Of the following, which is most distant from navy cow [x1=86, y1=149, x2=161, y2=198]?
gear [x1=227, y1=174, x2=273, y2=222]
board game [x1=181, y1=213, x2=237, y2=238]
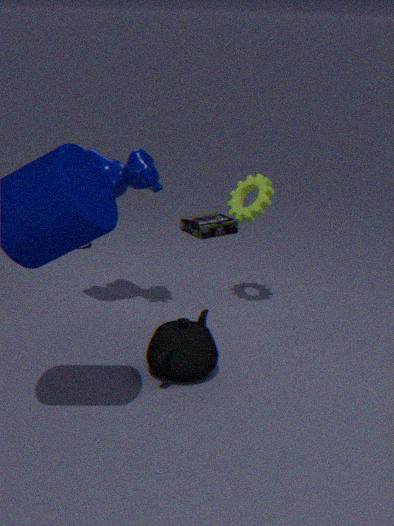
board game [x1=181, y1=213, x2=237, y2=238]
